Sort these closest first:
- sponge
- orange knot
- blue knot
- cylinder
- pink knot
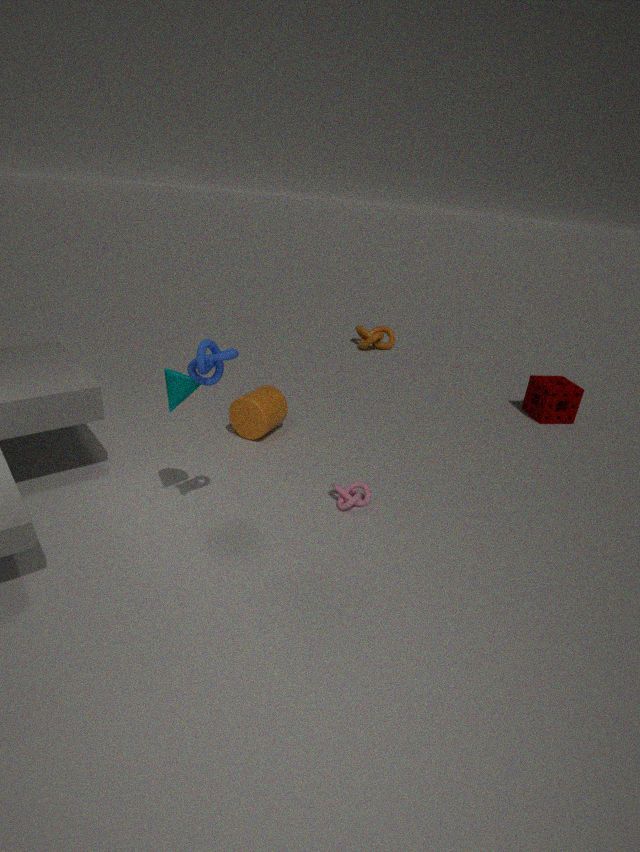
blue knot → pink knot → cylinder → sponge → orange knot
